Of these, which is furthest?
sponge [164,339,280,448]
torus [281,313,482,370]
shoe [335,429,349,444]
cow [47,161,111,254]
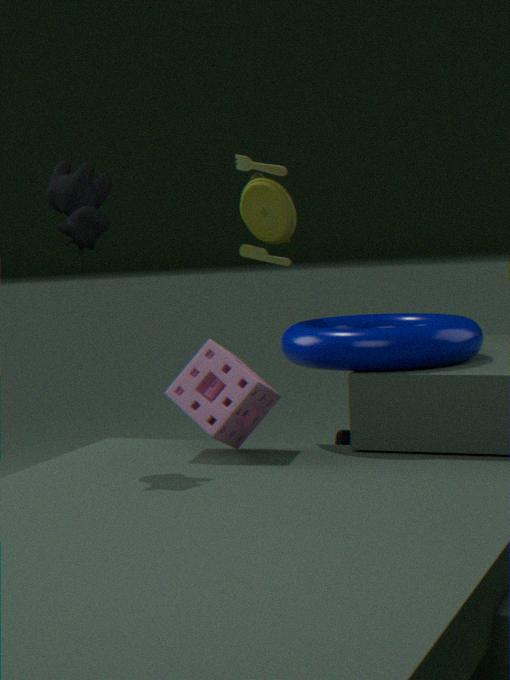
shoe [335,429,349,444]
